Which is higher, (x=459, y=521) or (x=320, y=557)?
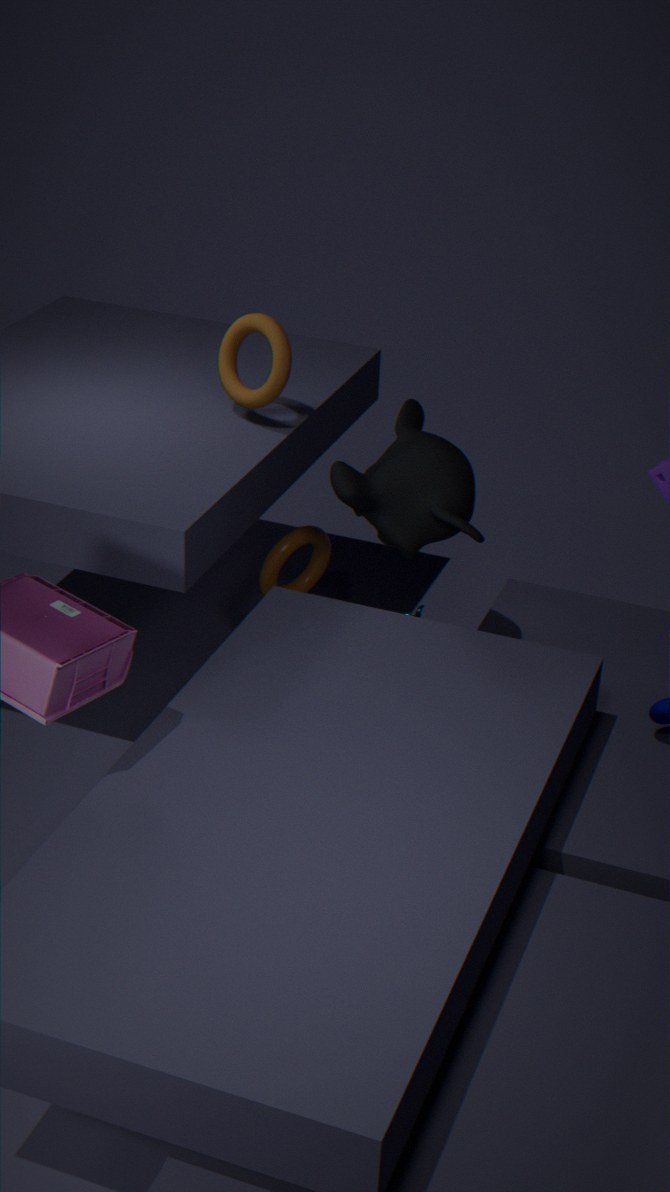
(x=459, y=521)
